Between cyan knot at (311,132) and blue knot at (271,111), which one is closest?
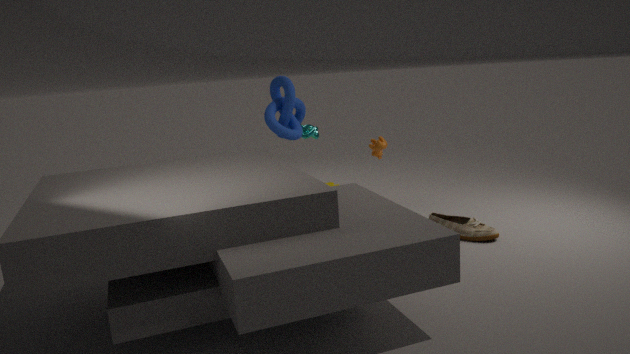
blue knot at (271,111)
